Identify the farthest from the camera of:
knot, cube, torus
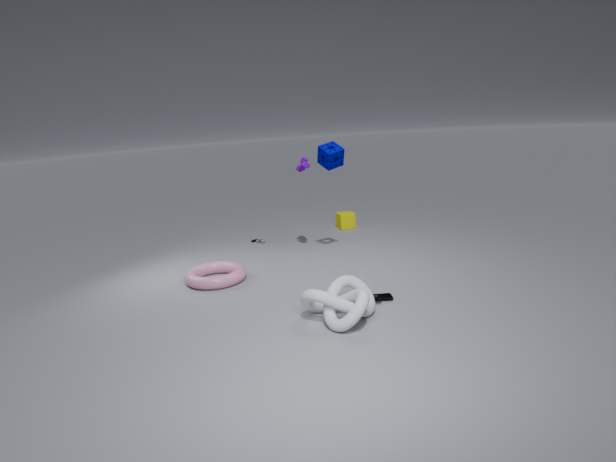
cube
